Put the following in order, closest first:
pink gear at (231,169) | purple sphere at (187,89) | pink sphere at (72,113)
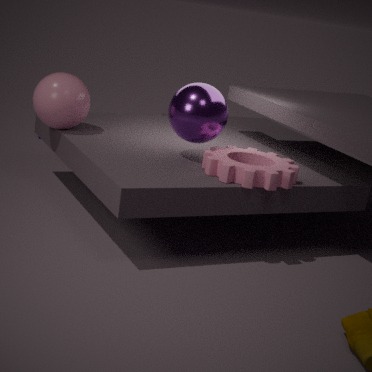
pink gear at (231,169)
purple sphere at (187,89)
pink sphere at (72,113)
